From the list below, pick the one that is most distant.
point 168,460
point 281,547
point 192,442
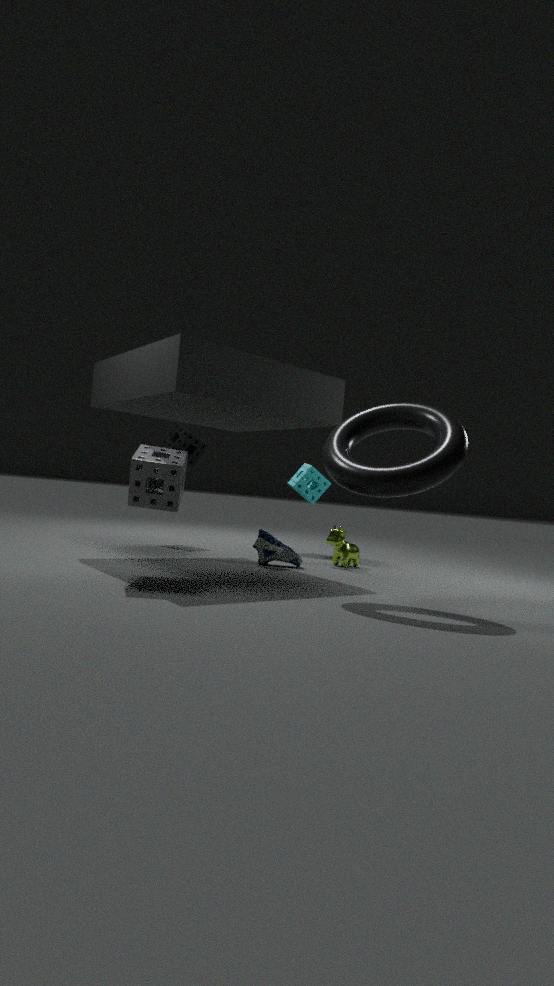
point 192,442
